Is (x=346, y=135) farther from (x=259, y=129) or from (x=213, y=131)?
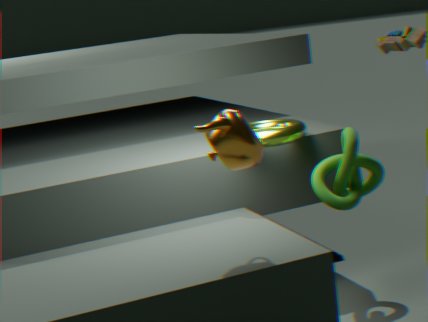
(x=213, y=131)
